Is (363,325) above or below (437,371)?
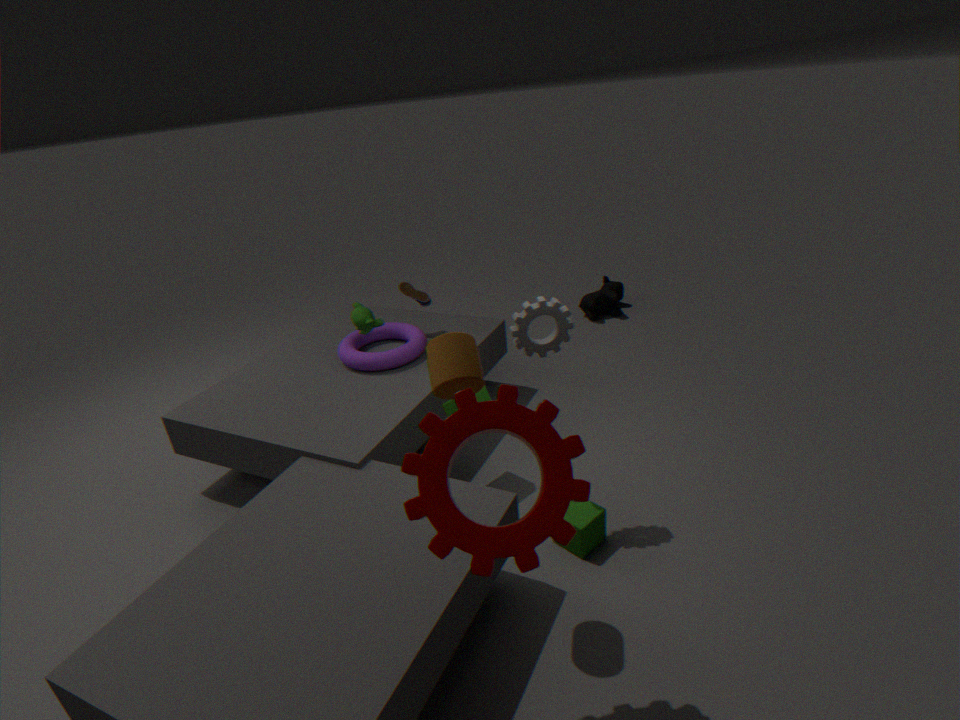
below
